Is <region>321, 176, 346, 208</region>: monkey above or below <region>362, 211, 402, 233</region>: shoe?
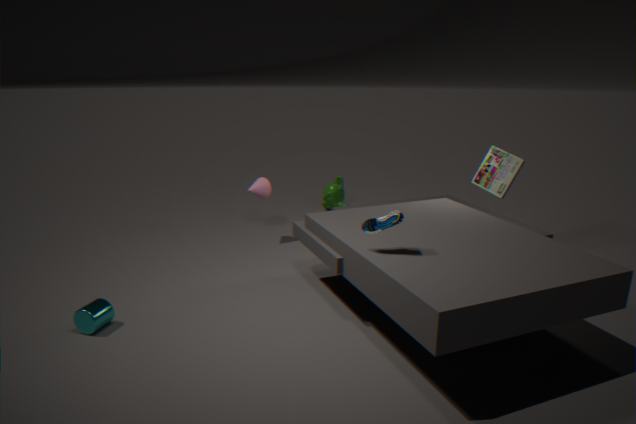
below
